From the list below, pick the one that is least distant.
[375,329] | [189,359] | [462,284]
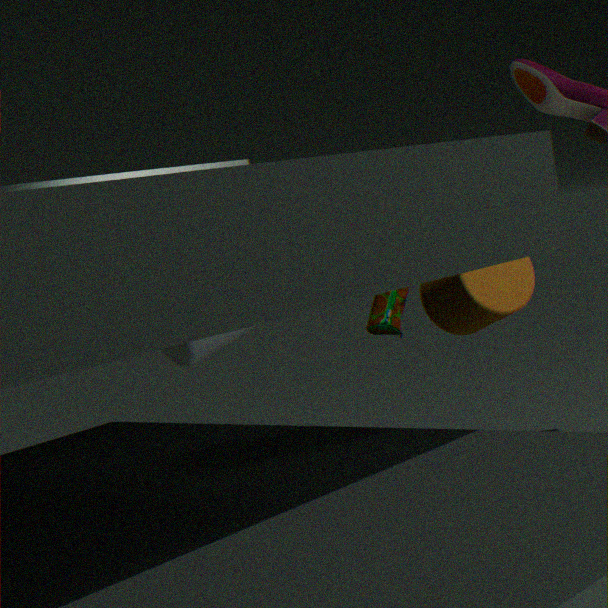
[462,284]
